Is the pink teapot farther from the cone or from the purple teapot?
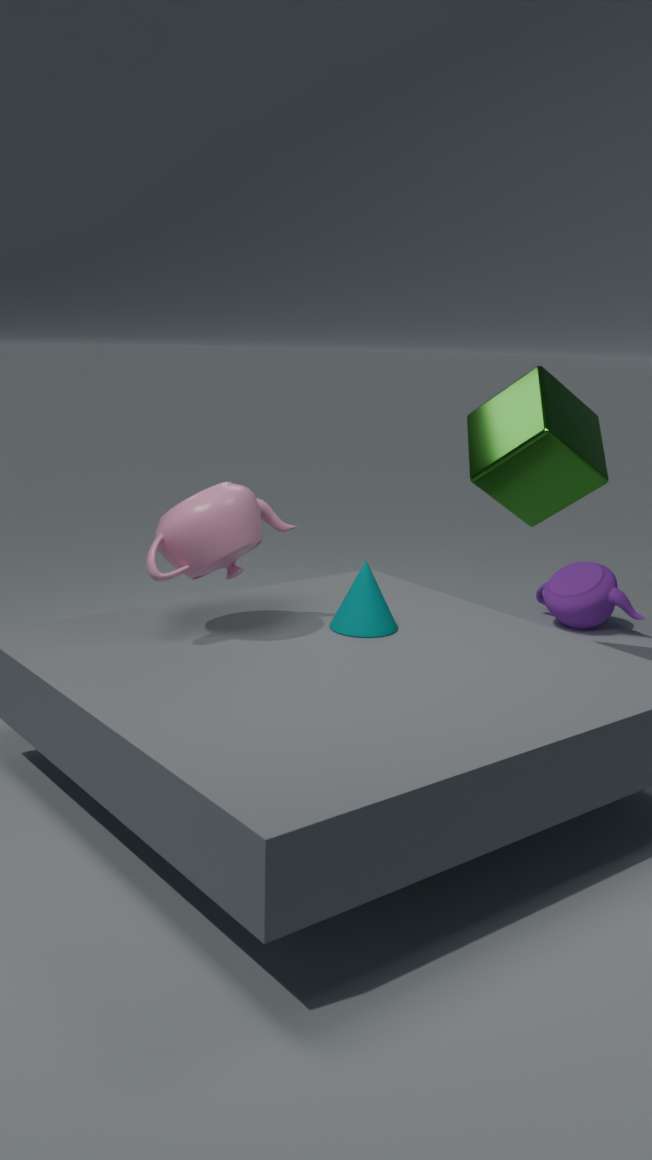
the purple teapot
